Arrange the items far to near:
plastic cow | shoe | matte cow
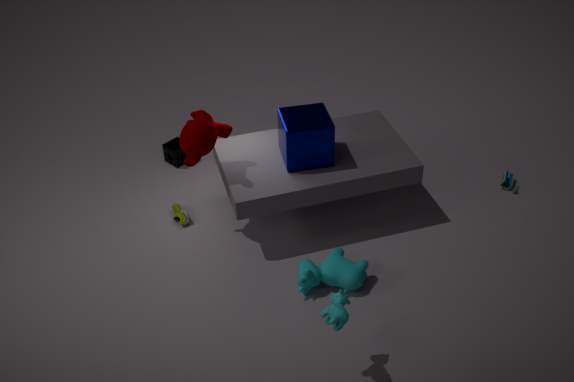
shoe → matte cow → plastic cow
